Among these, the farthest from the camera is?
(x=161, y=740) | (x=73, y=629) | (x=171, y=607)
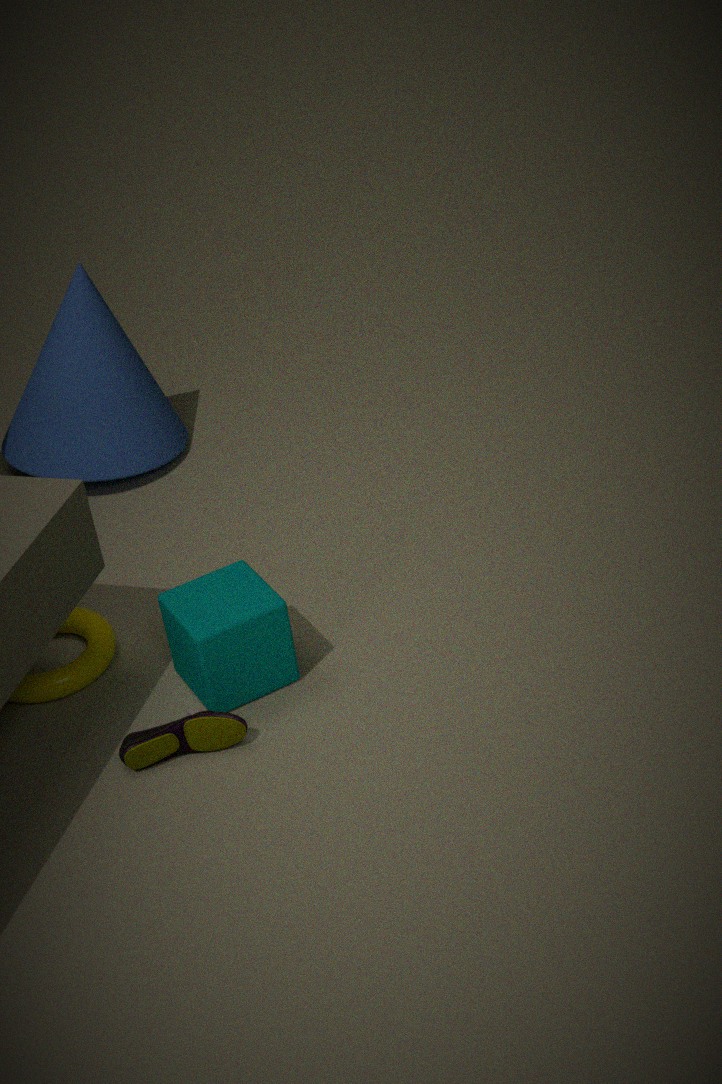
(x=73, y=629)
